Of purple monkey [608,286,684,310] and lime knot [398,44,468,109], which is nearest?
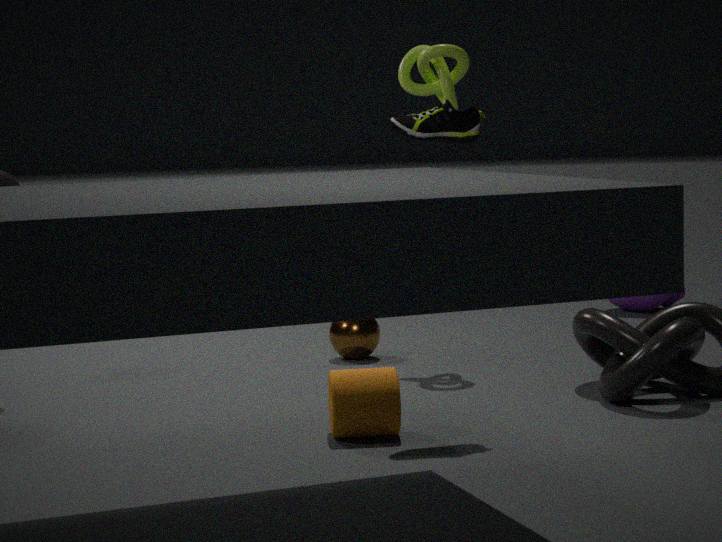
lime knot [398,44,468,109]
